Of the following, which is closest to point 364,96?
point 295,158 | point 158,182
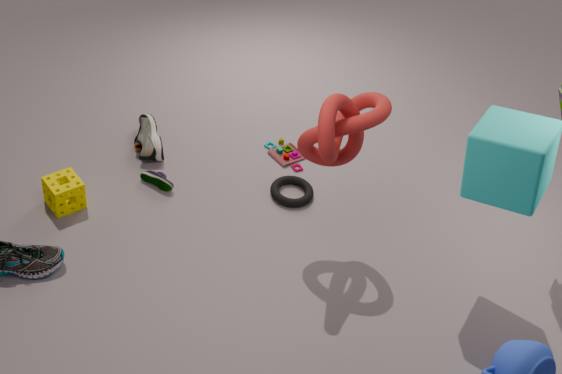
point 295,158
